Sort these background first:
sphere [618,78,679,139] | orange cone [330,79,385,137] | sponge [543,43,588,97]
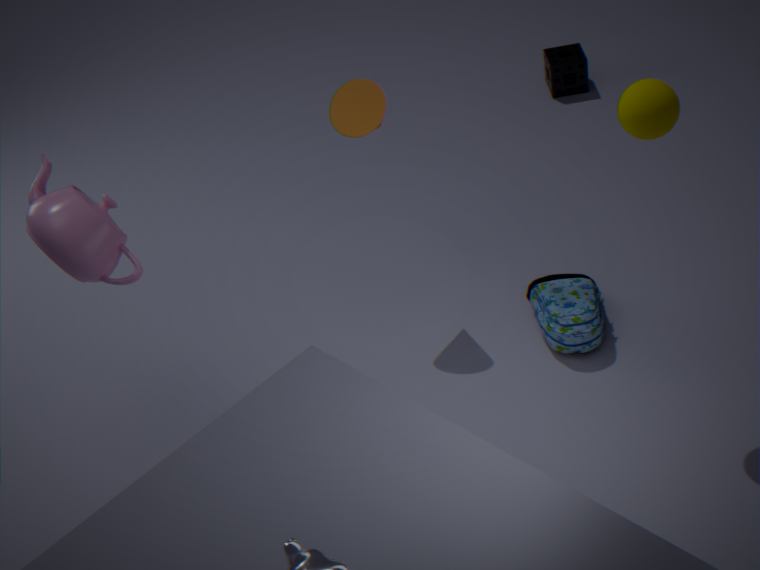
sponge [543,43,588,97] < orange cone [330,79,385,137] < sphere [618,78,679,139]
